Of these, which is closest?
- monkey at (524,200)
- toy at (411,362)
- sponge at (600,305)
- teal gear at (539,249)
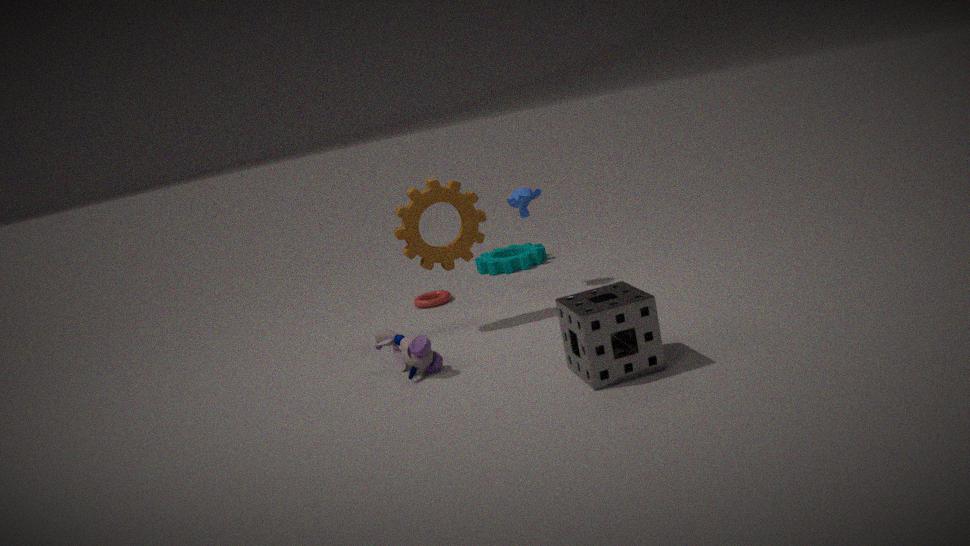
sponge at (600,305)
